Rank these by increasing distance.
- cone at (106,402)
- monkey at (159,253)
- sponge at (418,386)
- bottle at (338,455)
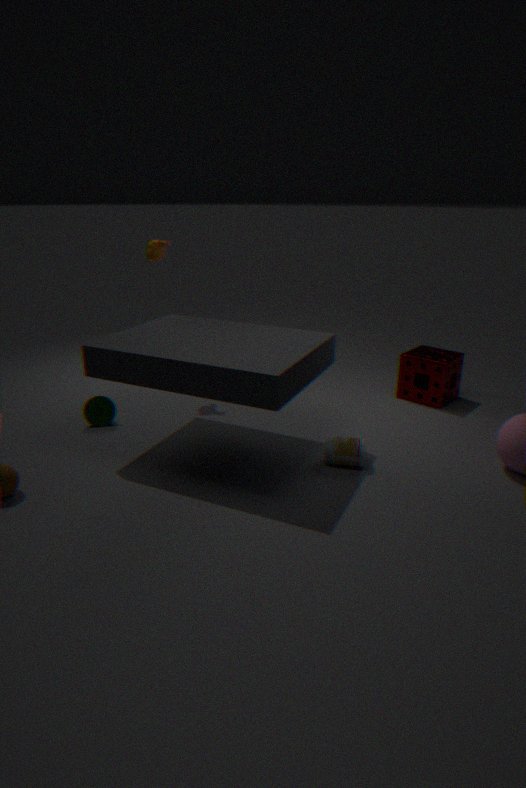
bottle at (338,455)
cone at (106,402)
monkey at (159,253)
sponge at (418,386)
